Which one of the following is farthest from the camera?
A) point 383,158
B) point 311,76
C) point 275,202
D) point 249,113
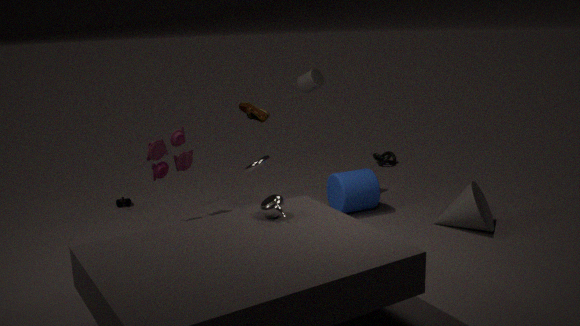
point 383,158
